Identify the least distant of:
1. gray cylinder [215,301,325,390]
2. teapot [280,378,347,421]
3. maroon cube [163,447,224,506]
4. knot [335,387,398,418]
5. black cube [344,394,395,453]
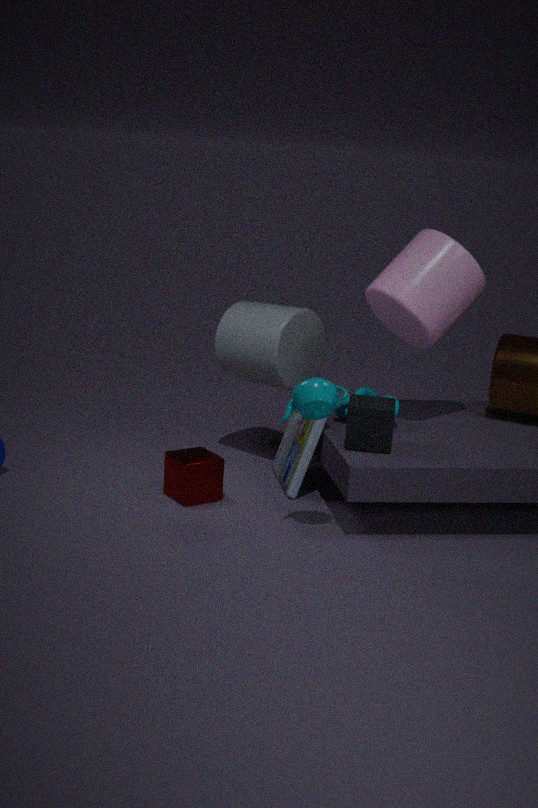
teapot [280,378,347,421]
